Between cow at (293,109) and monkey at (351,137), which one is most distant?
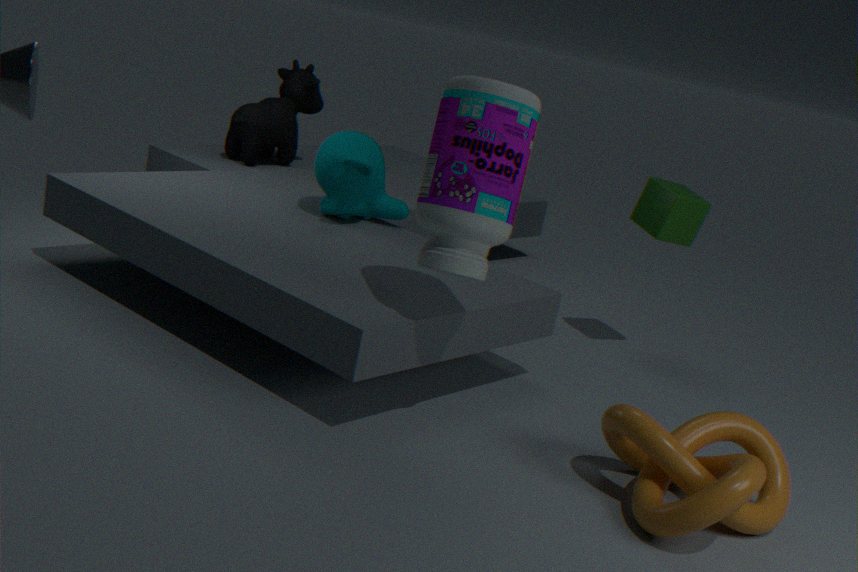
cow at (293,109)
